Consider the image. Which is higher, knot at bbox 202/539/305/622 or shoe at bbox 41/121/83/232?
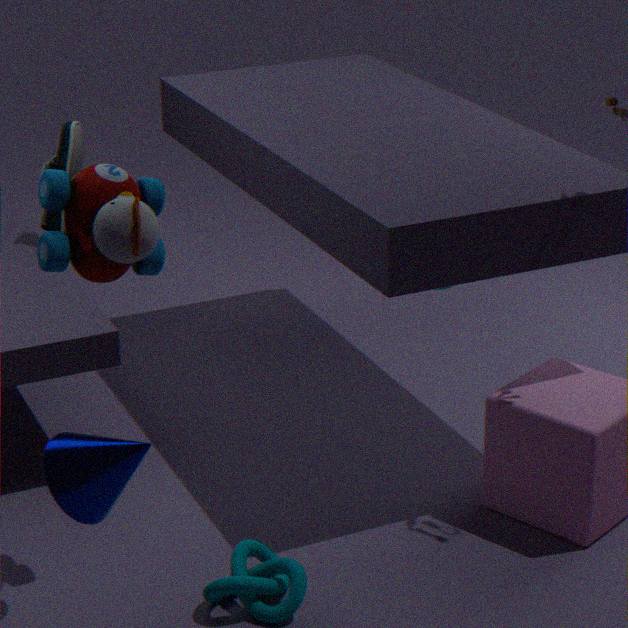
Result: shoe at bbox 41/121/83/232
